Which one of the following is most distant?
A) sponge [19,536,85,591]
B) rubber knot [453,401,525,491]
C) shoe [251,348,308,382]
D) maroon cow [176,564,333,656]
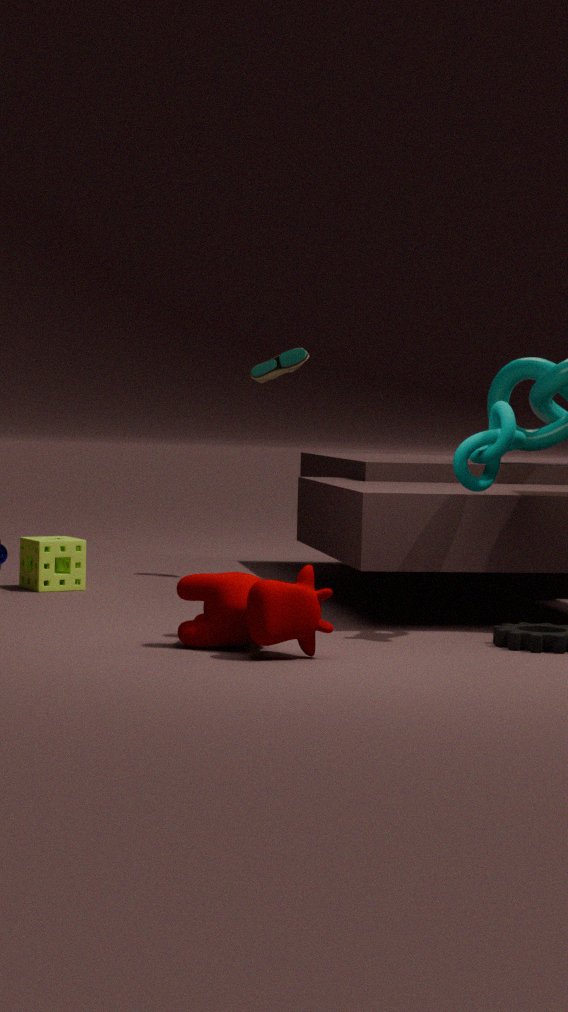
shoe [251,348,308,382]
